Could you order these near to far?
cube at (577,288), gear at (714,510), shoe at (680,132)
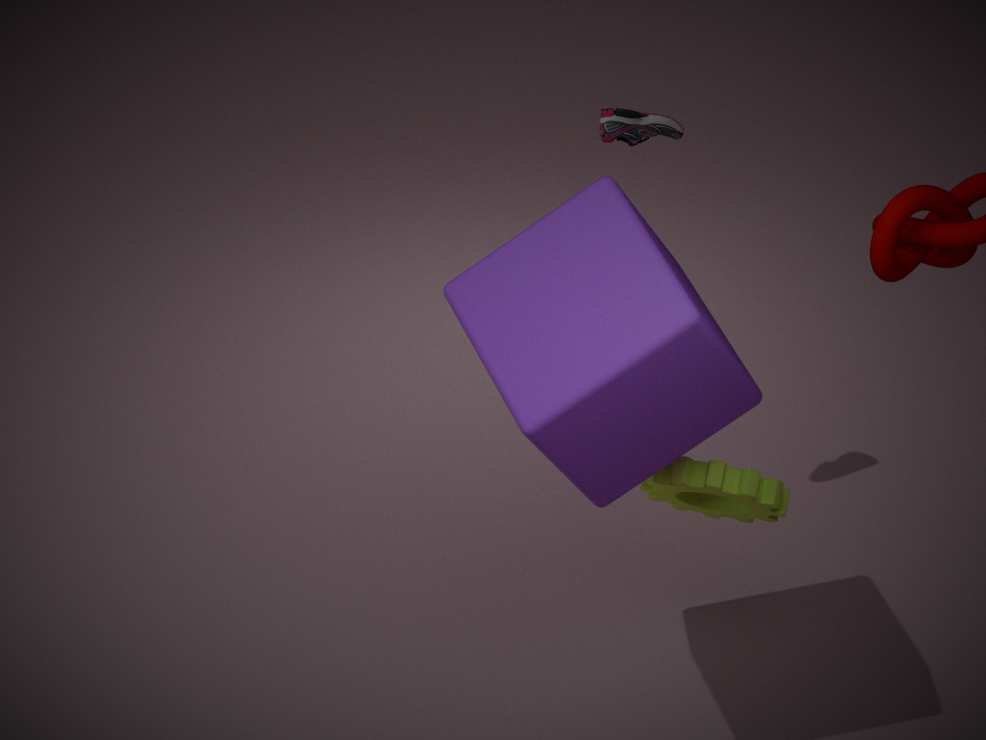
1. cube at (577,288)
2. gear at (714,510)
3. shoe at (680,132)
